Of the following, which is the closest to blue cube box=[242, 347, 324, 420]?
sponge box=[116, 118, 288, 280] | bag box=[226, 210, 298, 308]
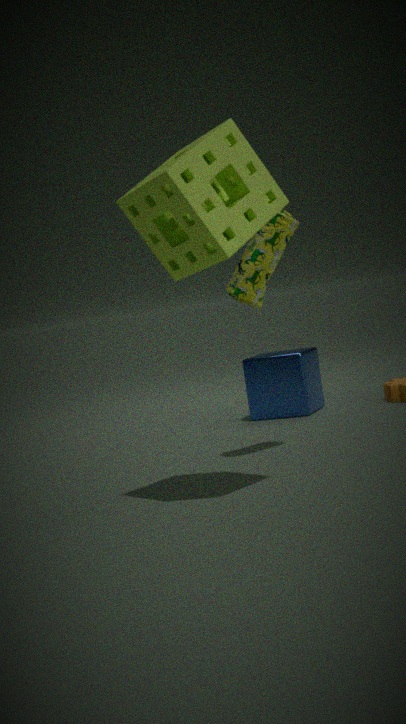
bag box=[226, 210, 298, 308]
